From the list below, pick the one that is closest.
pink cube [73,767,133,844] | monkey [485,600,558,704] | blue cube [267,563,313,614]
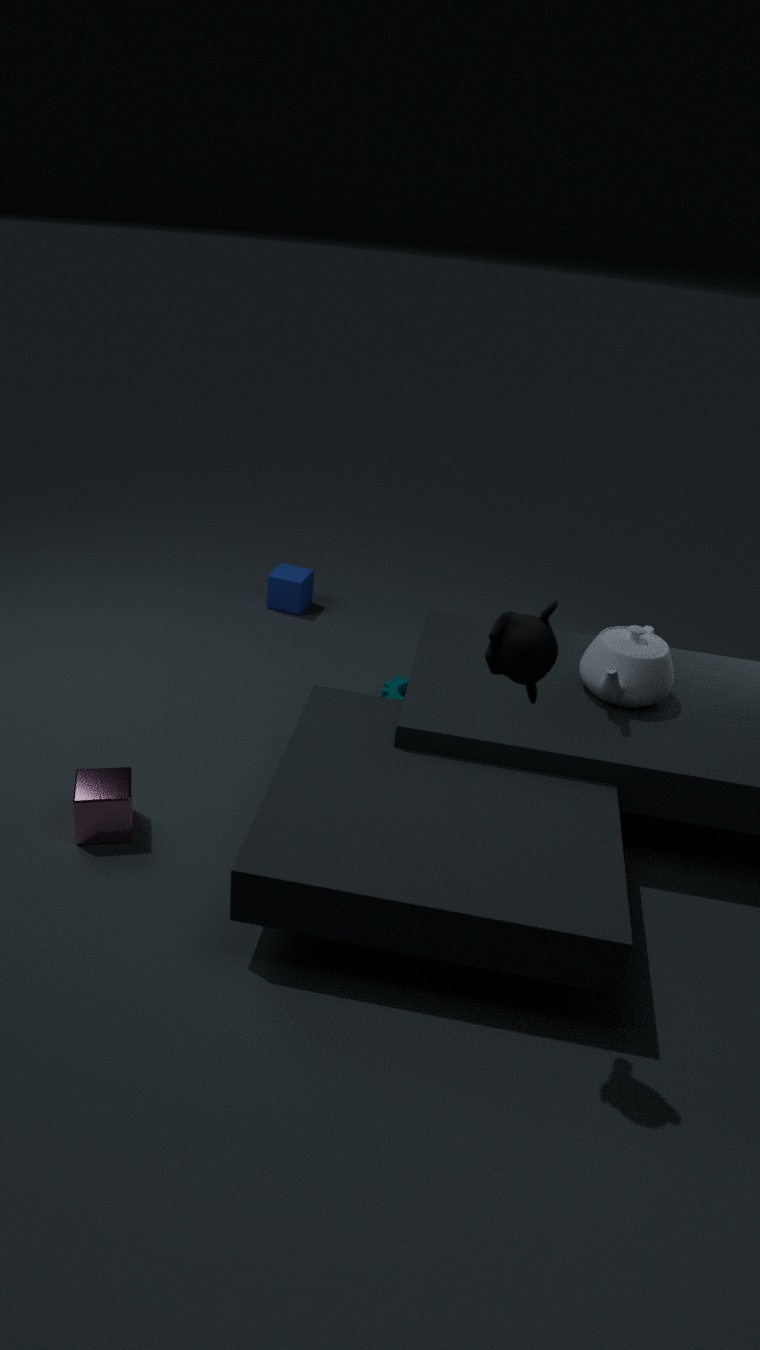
monkey [485,600,558,704]
